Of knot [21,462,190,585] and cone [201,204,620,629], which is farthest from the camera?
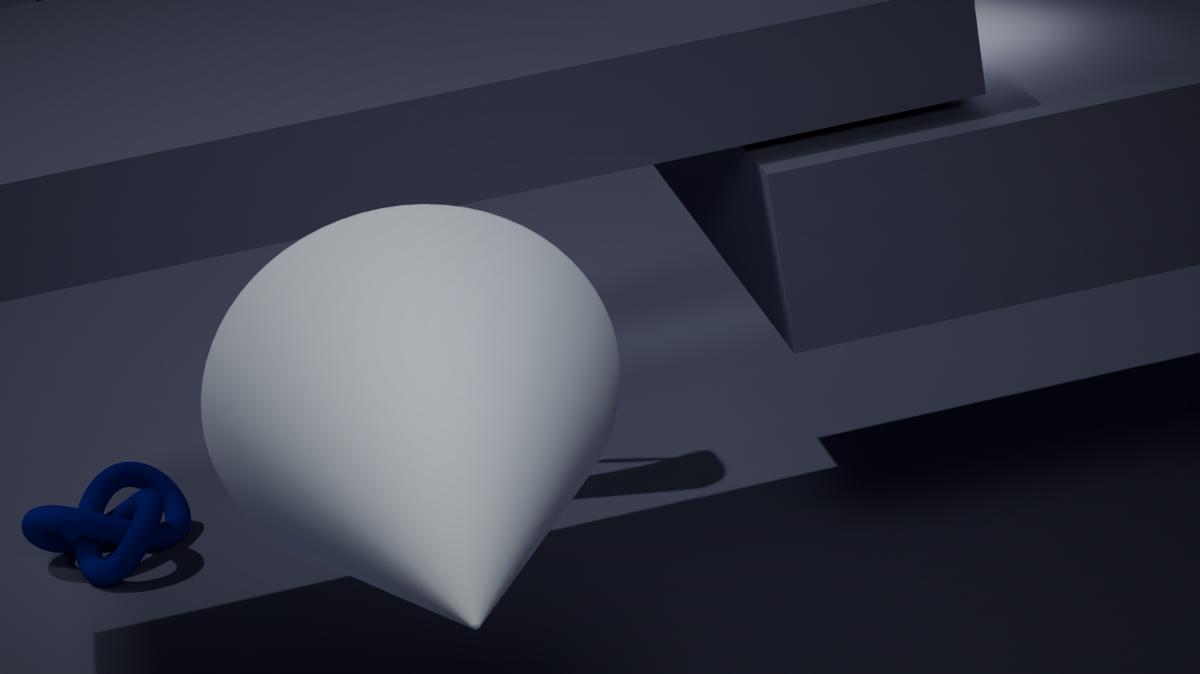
knot [21,462,190,585]
